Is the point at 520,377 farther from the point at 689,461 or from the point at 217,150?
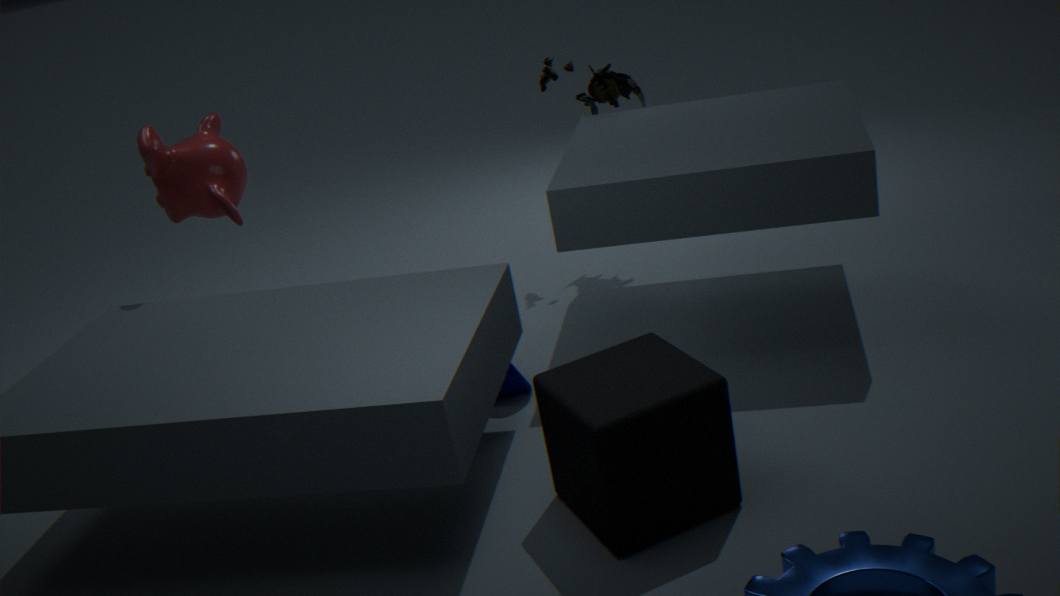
the point at 217,150
